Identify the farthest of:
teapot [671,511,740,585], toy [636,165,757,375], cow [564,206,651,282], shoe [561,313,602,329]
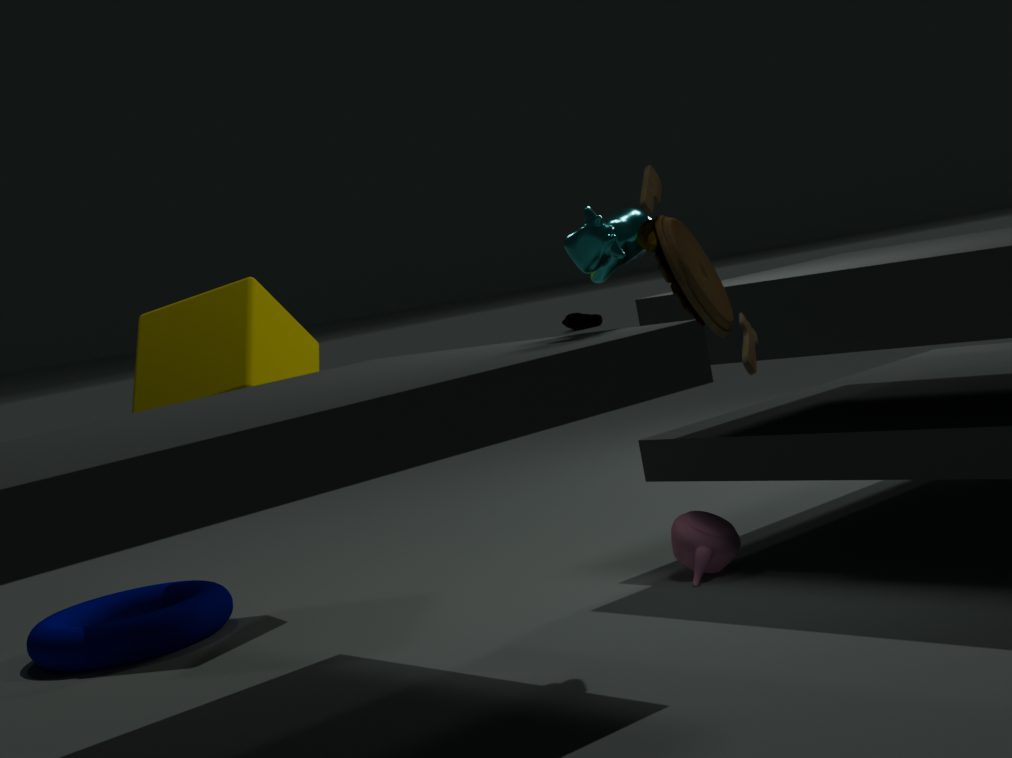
shoe [561,313,602,329]
